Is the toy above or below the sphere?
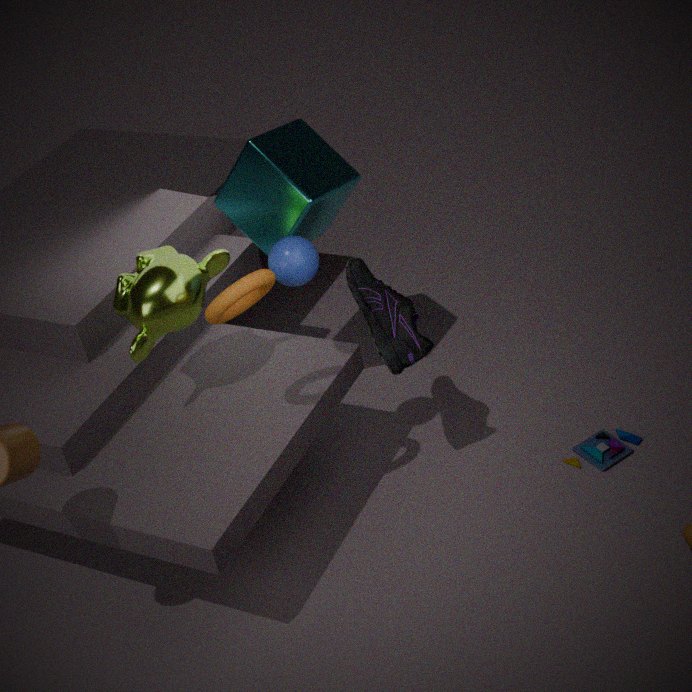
below
